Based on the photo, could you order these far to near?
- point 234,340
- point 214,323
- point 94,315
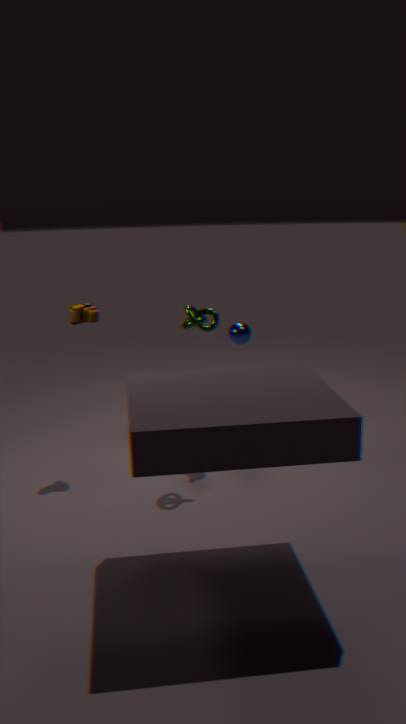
point 234,340 < point 94,315 < point 214,323
